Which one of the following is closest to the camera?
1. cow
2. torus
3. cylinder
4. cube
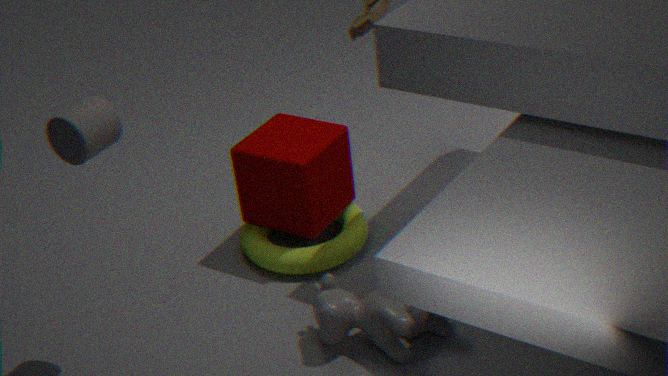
cylinder
